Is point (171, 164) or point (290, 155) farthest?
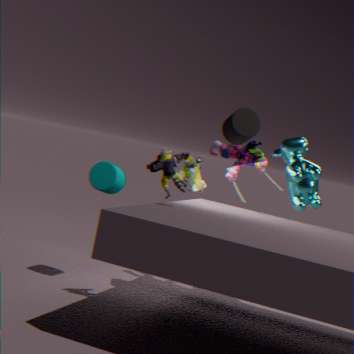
point (290, 155)
